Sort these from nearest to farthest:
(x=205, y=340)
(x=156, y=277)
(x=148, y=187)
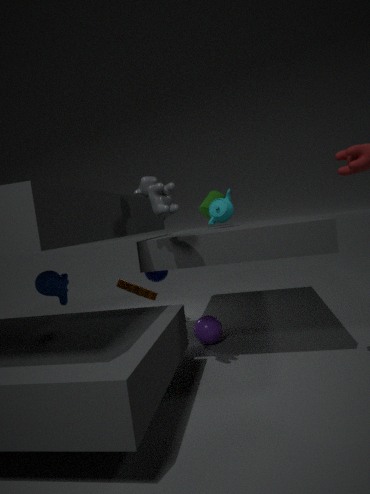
(x=148, y=187) → (x=205, y=340) → (x=156, y=277)
